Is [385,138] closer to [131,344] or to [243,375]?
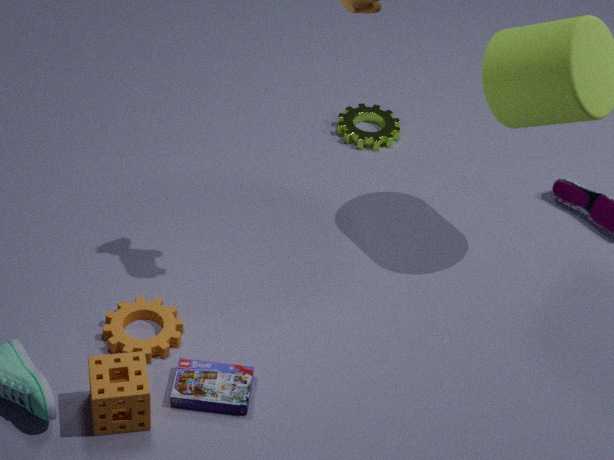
[131,344]
